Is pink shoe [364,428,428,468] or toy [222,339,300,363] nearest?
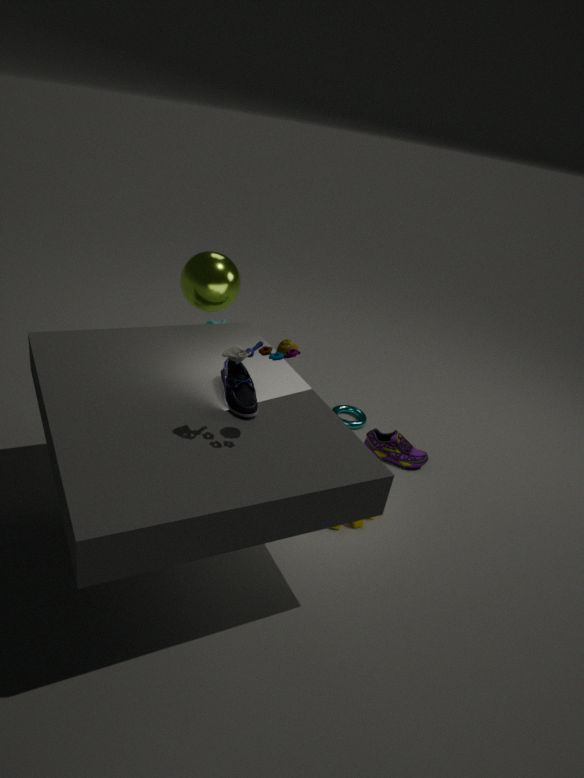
toy [222,339,300,363]
